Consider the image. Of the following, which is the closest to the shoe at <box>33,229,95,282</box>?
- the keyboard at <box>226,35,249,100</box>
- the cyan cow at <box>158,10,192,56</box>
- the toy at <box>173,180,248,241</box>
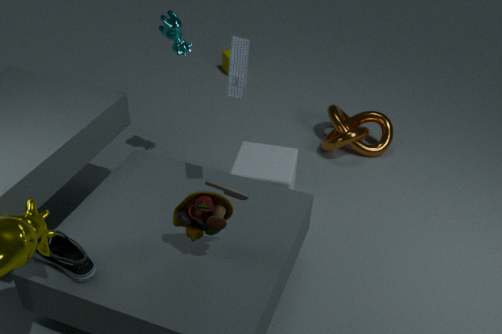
the toy at <box>173,180,248,241</box>
